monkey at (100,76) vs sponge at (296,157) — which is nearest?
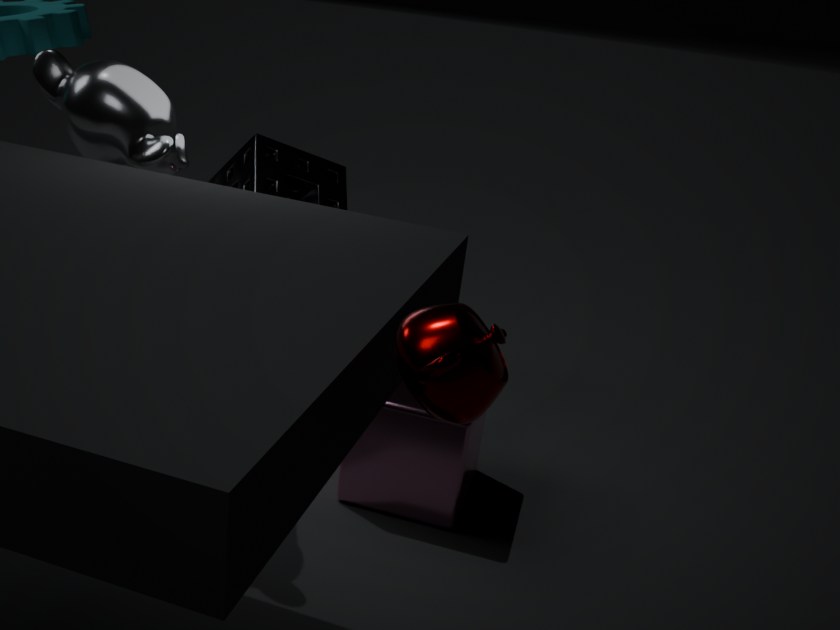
monkey at (100,76)
